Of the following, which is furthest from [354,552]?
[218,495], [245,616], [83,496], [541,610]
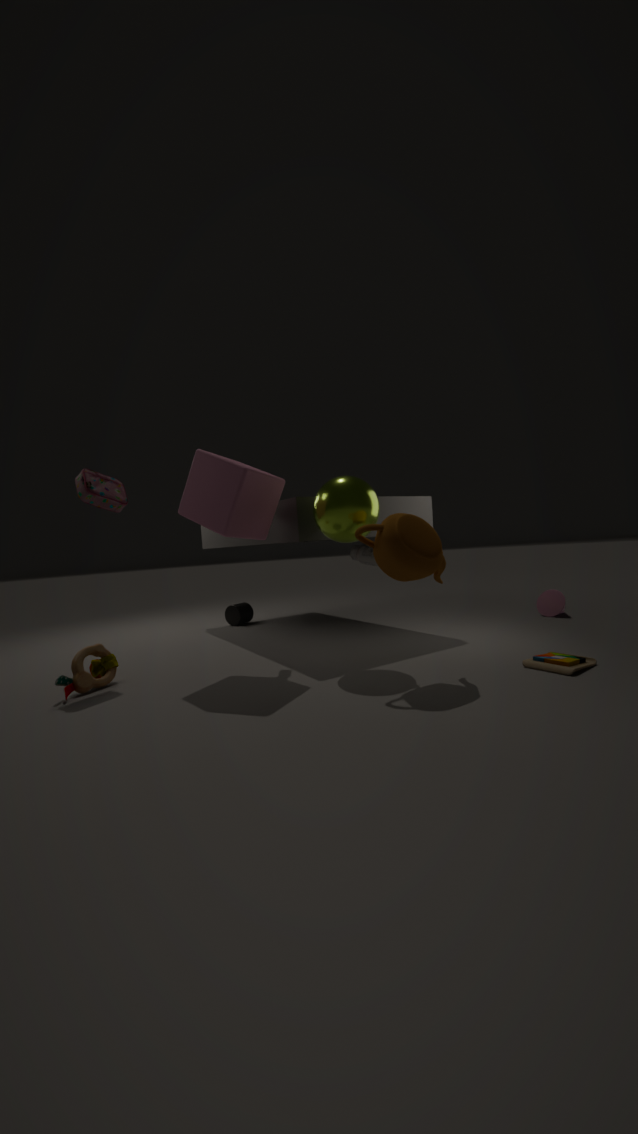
[83,496]
